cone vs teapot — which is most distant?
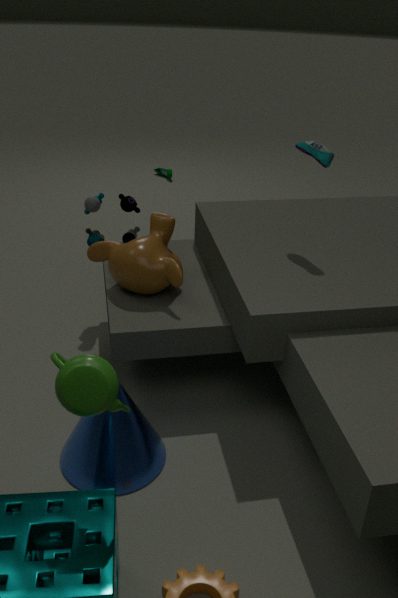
cone
